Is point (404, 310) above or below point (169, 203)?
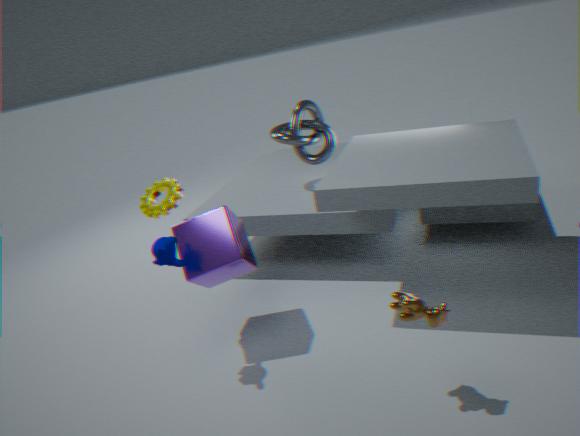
below
